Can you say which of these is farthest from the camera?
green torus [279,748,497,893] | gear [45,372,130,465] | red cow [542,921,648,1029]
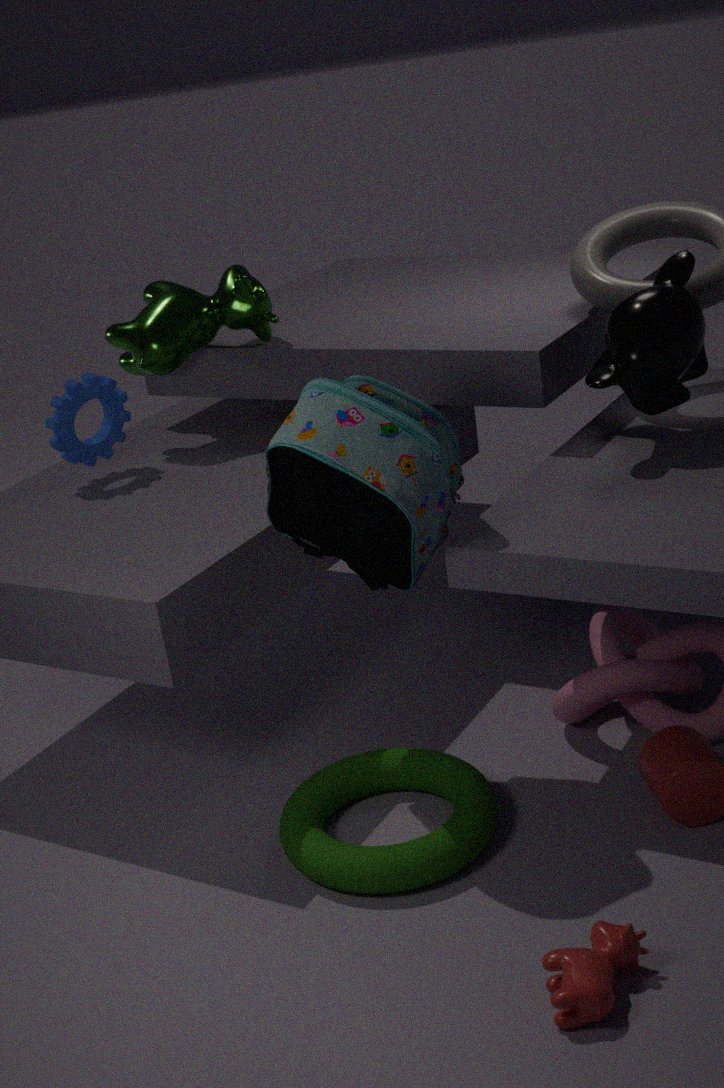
gear [45,372,130,465]
